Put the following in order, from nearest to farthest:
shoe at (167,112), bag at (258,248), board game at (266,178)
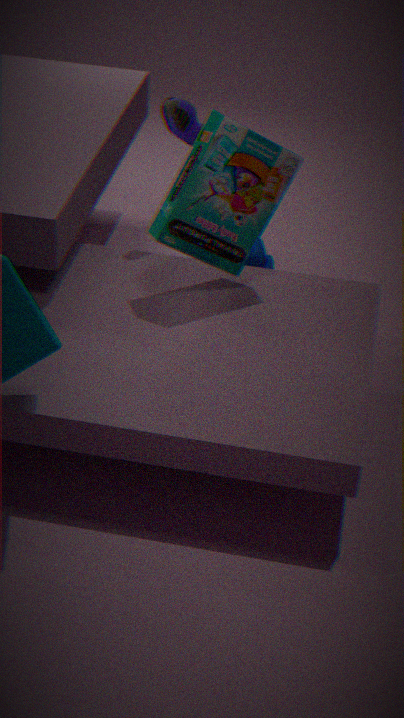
board game at (266,178) → shoe at (167,112) → bag at (258,248)
